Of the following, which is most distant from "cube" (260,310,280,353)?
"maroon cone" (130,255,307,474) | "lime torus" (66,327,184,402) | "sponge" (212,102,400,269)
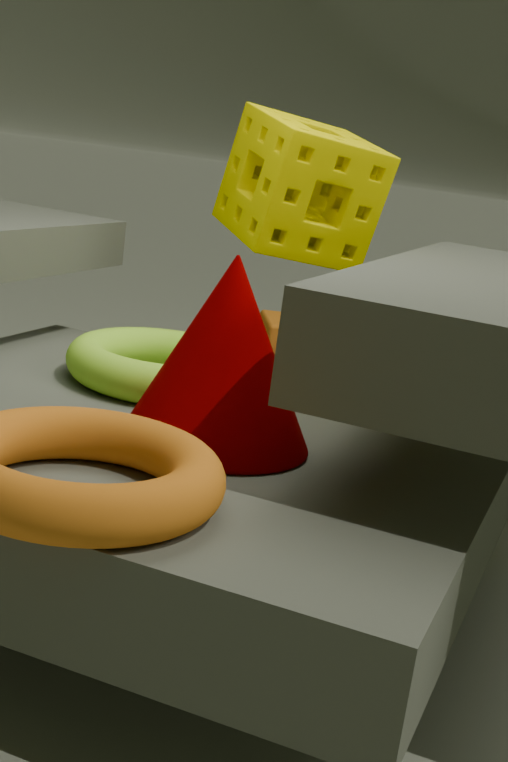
Result: "maroon cone" (130,255,307,474)
